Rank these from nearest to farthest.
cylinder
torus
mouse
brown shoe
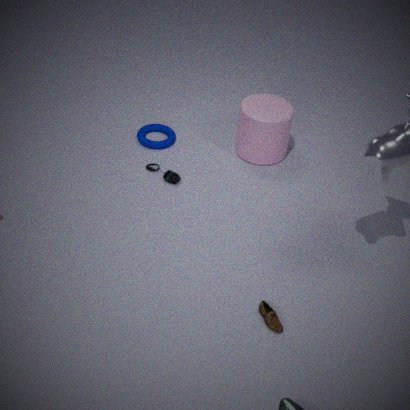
1. brown shoe
2. mouse
3. cylinder
4. torus
